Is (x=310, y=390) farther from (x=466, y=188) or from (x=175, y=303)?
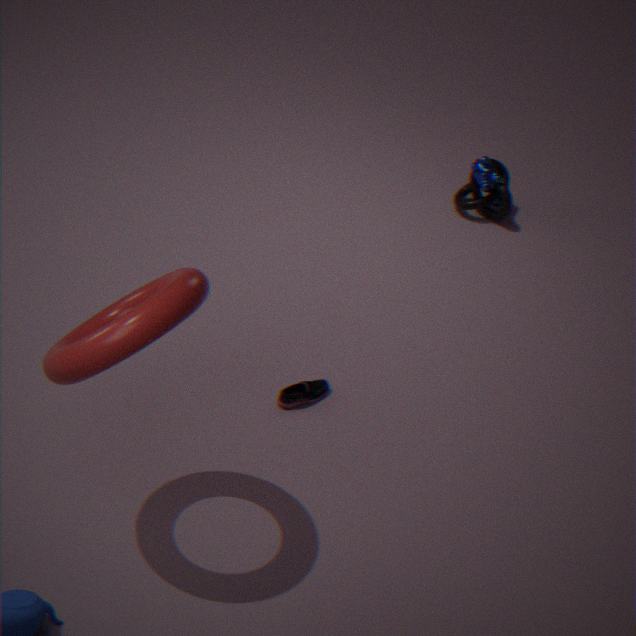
(x=466, y=188)
